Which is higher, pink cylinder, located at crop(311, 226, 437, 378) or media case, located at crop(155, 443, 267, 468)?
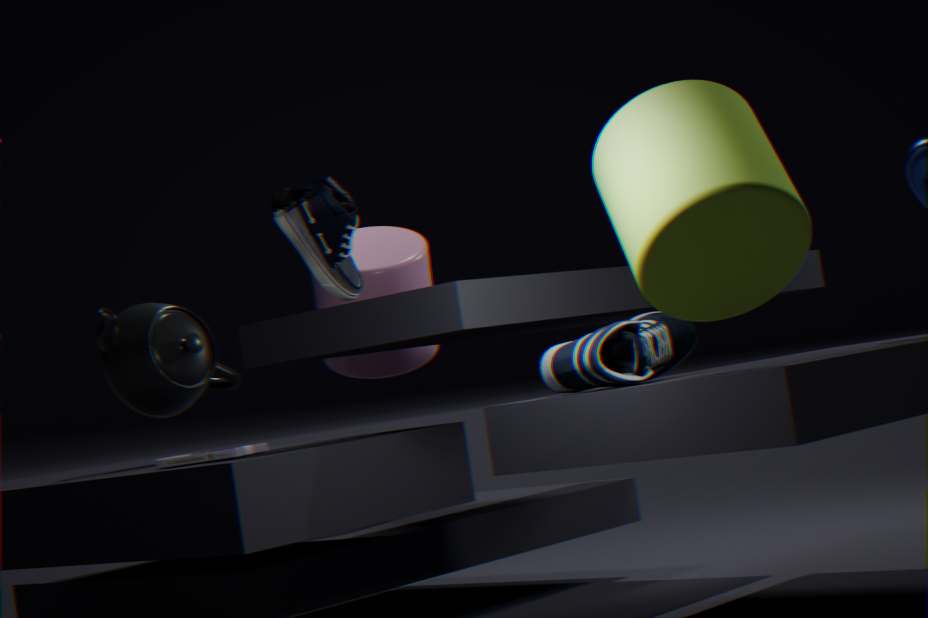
pink cylinder, located at crop(311, 226, 437, 378)
